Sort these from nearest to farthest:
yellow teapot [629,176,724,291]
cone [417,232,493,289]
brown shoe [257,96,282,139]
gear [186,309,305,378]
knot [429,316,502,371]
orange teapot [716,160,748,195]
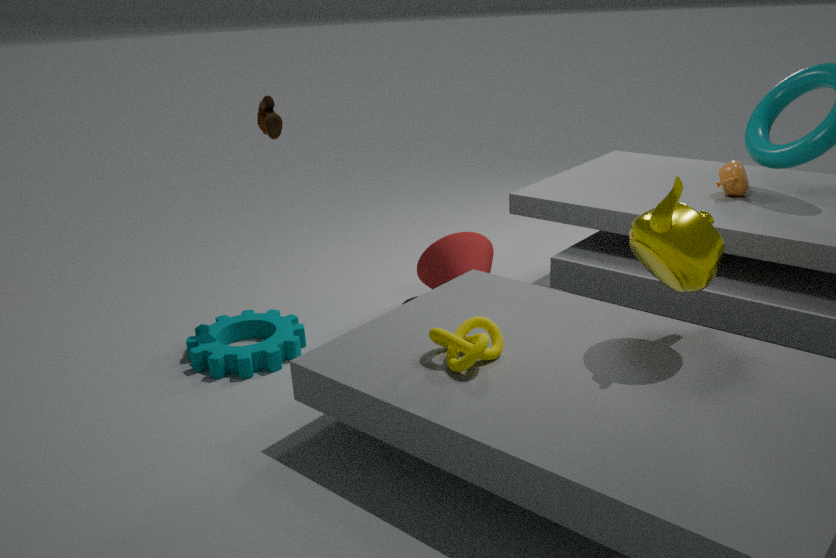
yellow teapot [629,176,724,291]
knot [429,316,502,371]
gear [186,309,305,378]
brown shoe [257,96,282,139]
orange teapot [716,160,748,195]
cone [417,232,493,289]
